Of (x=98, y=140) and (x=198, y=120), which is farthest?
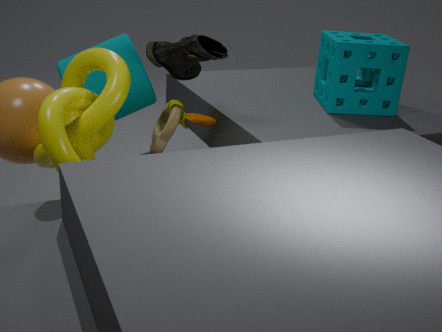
(x=198, y=120)
